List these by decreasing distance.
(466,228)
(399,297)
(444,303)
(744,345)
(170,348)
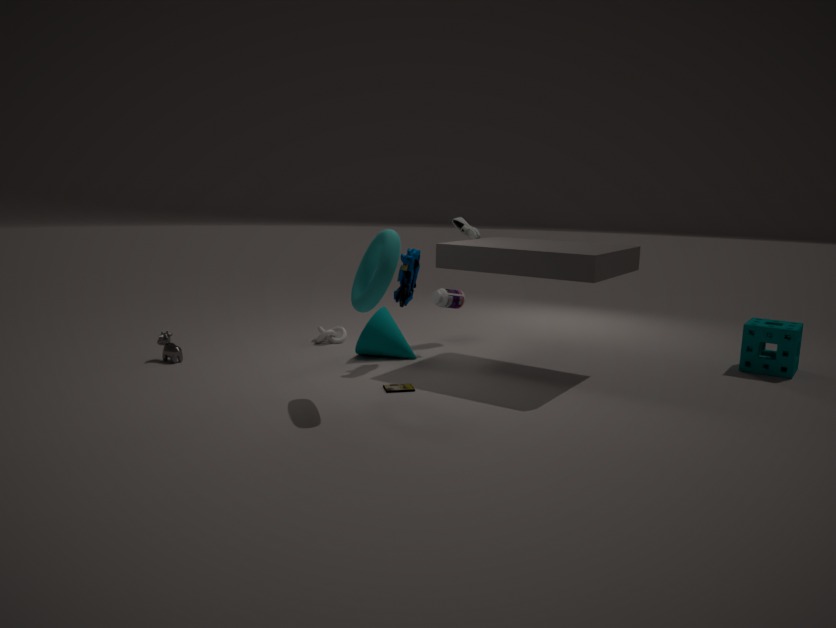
(444,303), (466,228), (744,345), (170,348), (399,297)
